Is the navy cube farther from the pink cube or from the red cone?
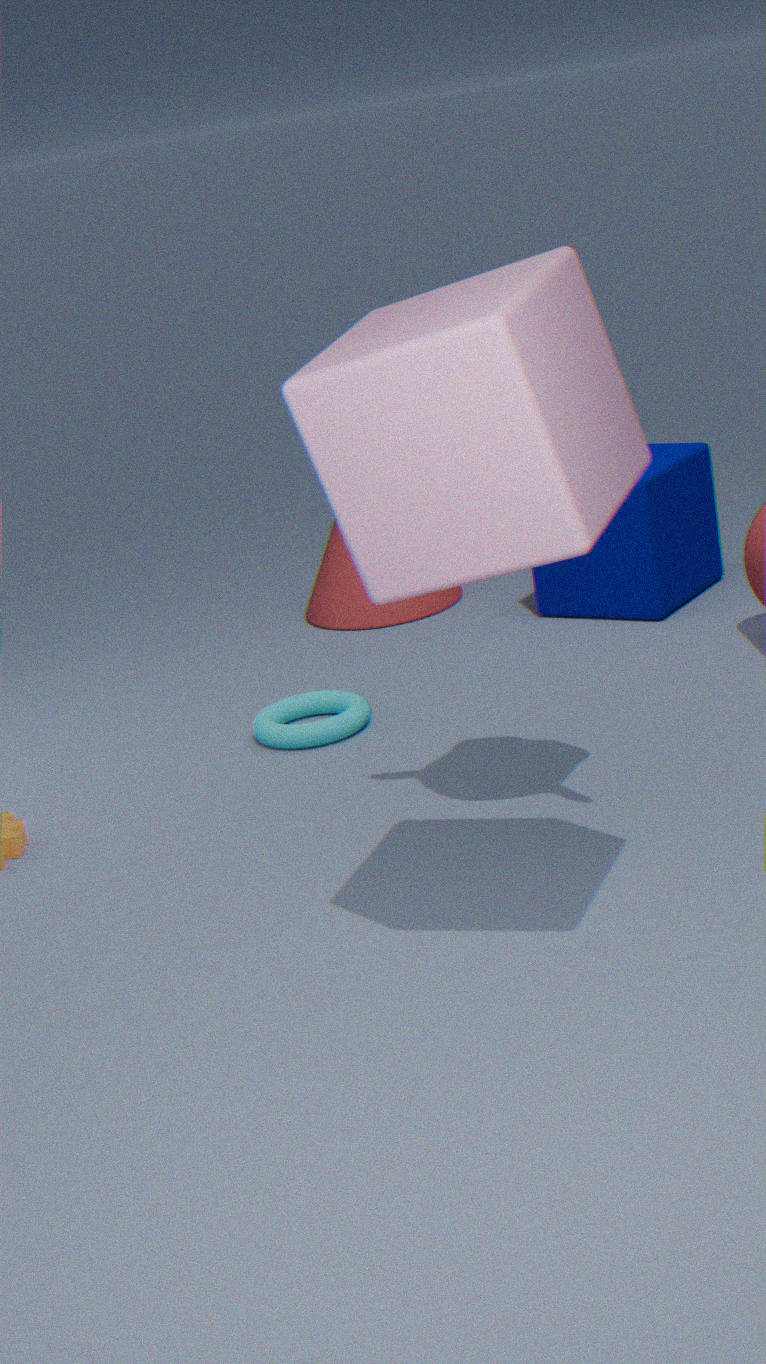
the pink cube
